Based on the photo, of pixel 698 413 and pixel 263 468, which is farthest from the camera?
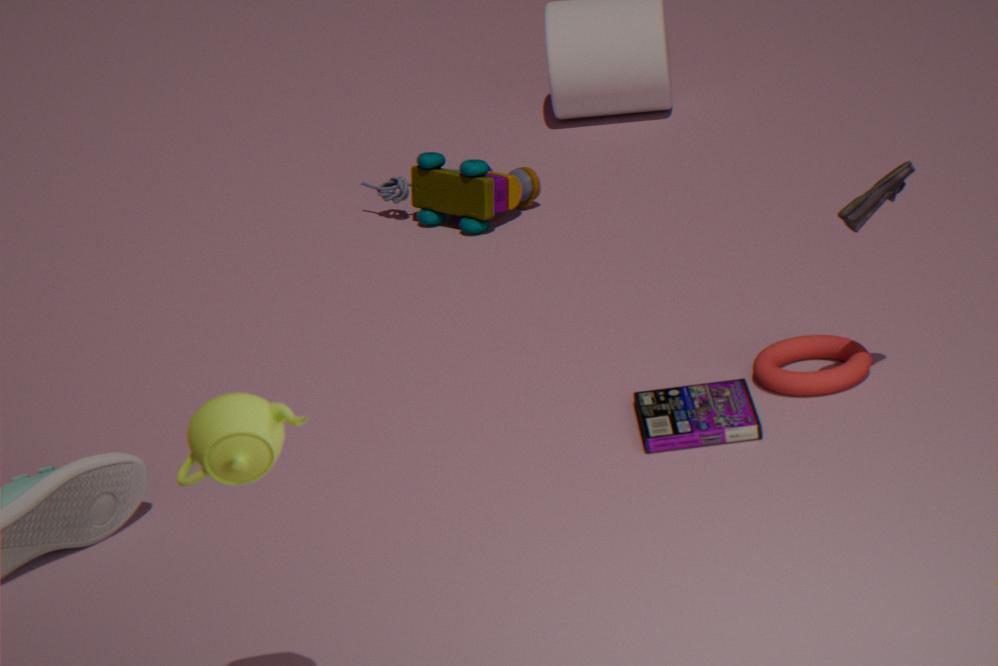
pixel 698 413
